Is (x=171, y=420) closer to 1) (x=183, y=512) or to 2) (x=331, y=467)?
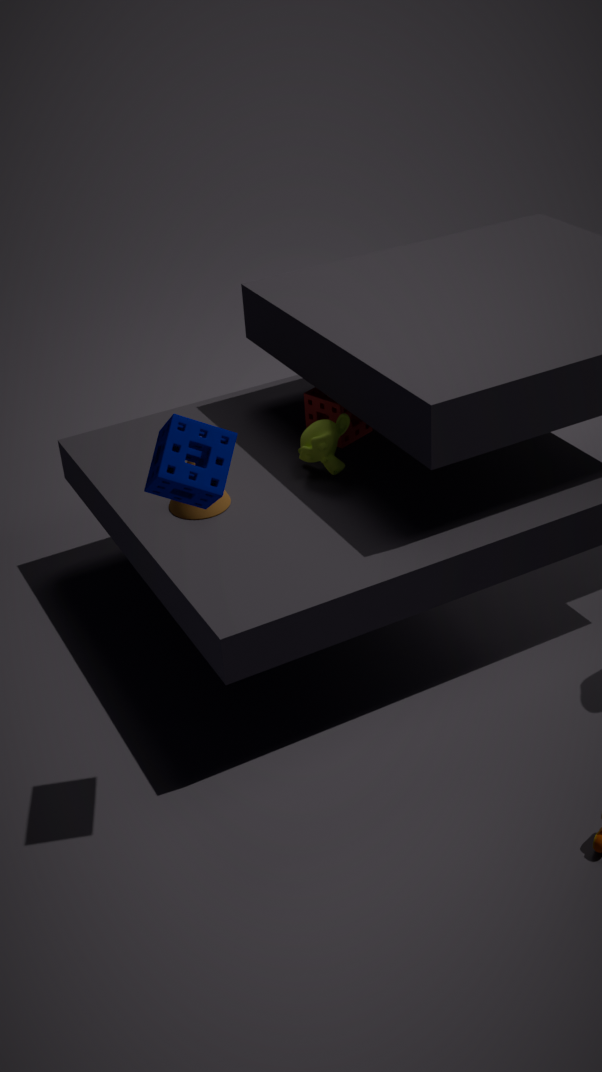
1) (x=183, y=512)
